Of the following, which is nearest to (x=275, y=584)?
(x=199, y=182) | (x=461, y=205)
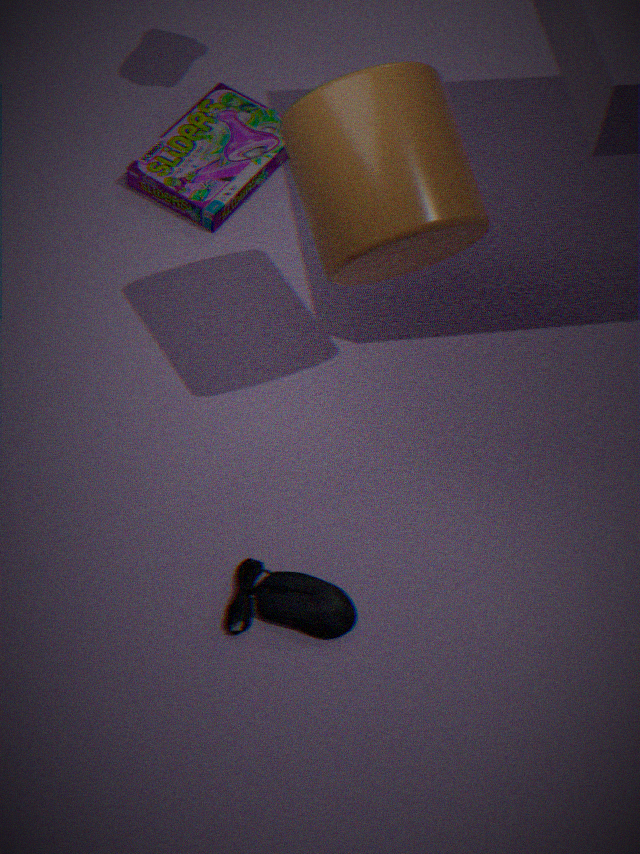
(x=461, y=205)
